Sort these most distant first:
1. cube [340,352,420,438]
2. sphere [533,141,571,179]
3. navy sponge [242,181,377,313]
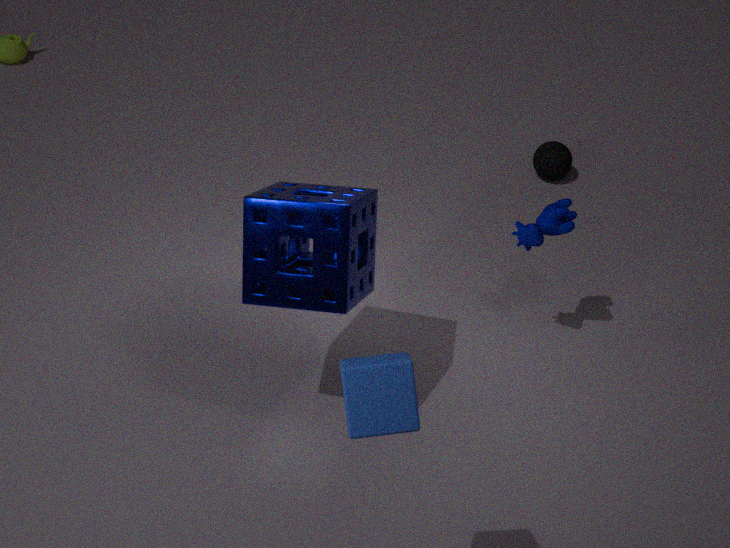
sphere [533,141,571,179]
navy sponge [242,181,377,313]
cube [340,352,420,438]
